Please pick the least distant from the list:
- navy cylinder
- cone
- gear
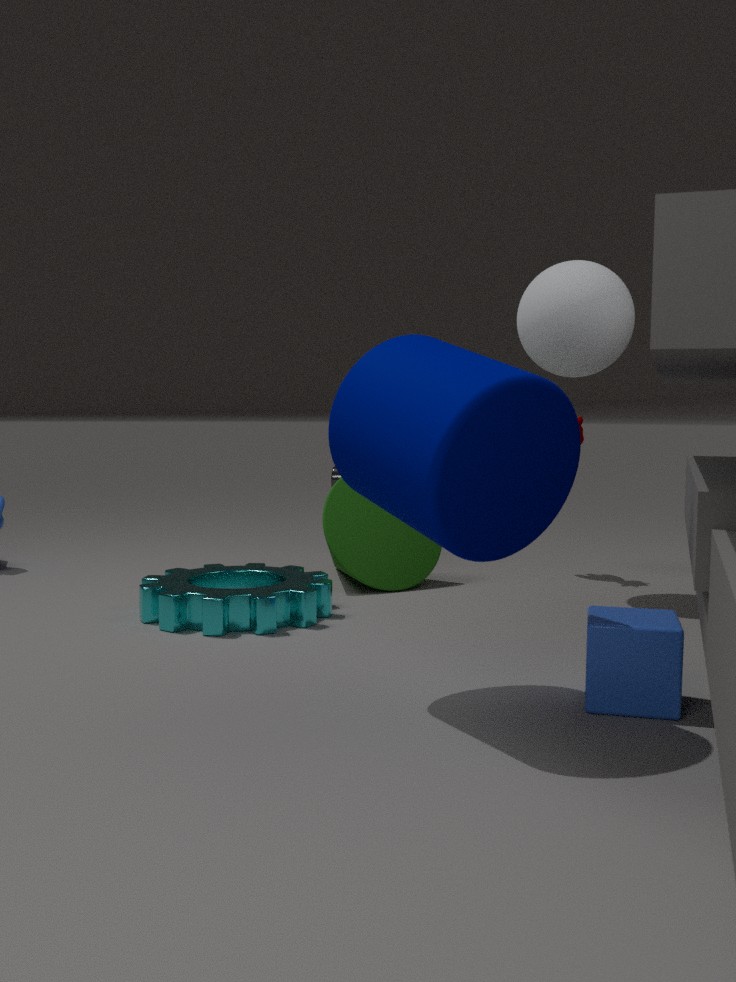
navy cylinder
